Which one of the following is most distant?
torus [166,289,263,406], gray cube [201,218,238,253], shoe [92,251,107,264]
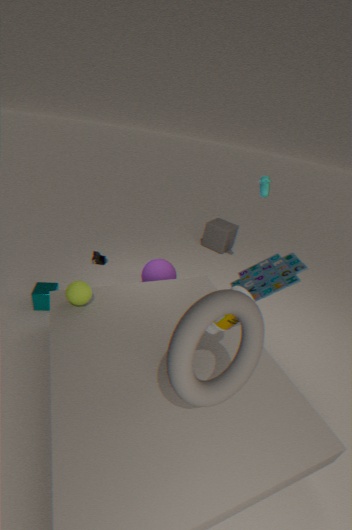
gray cube [201,218,238,253]
